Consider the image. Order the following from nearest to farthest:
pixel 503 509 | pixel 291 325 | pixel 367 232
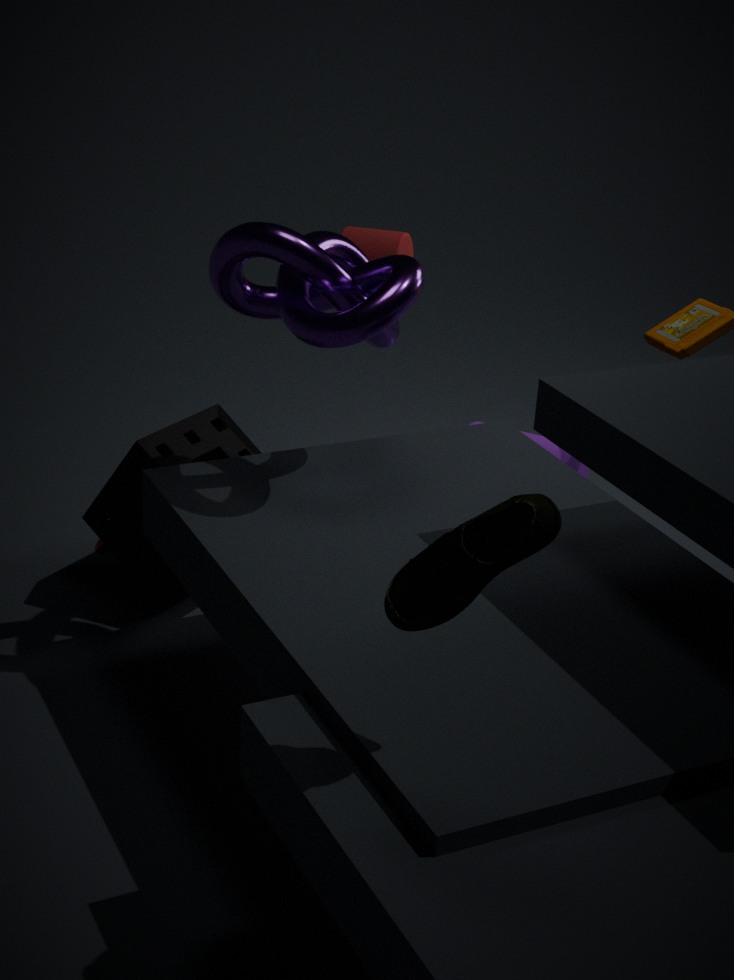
1. pixel 503 509
2. pixel 291 325
3. pixel 367 232
